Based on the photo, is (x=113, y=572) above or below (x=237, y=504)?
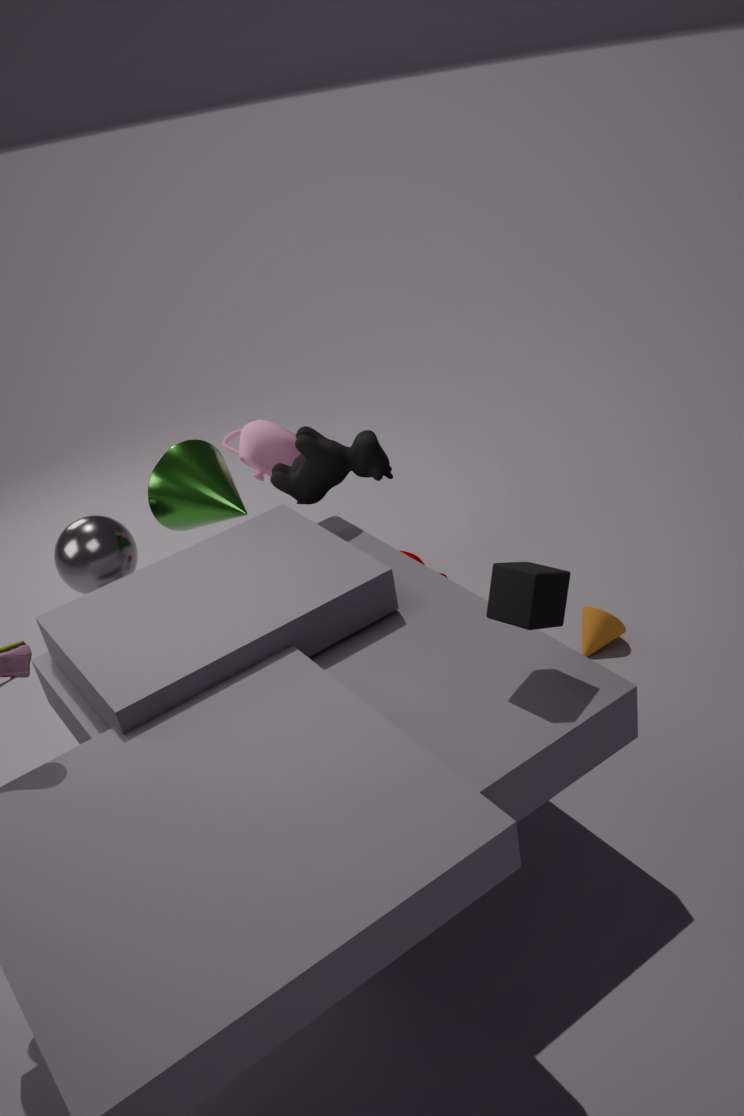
below
